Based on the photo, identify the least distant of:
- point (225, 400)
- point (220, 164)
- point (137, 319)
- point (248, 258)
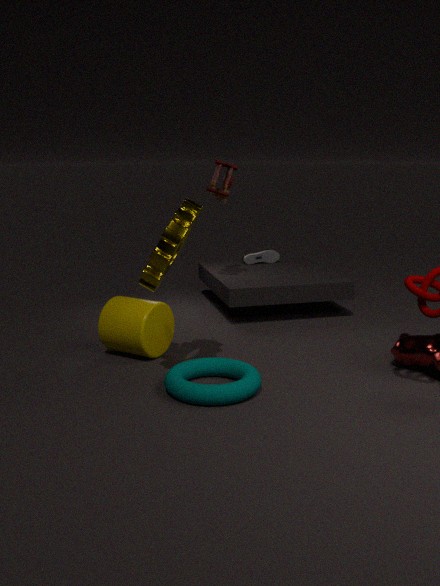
point (225, 400)
